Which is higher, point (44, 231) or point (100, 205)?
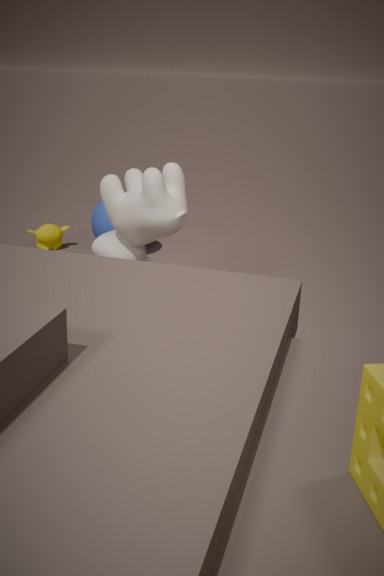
point (100, 205)
